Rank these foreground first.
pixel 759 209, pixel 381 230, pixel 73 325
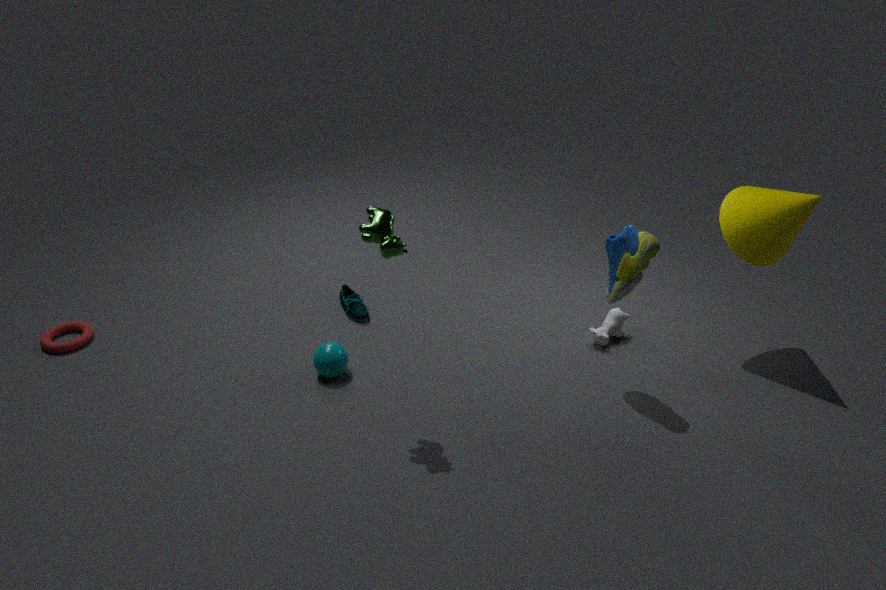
pixel 381 230 → pixel 759 209 → pixel 73 325
